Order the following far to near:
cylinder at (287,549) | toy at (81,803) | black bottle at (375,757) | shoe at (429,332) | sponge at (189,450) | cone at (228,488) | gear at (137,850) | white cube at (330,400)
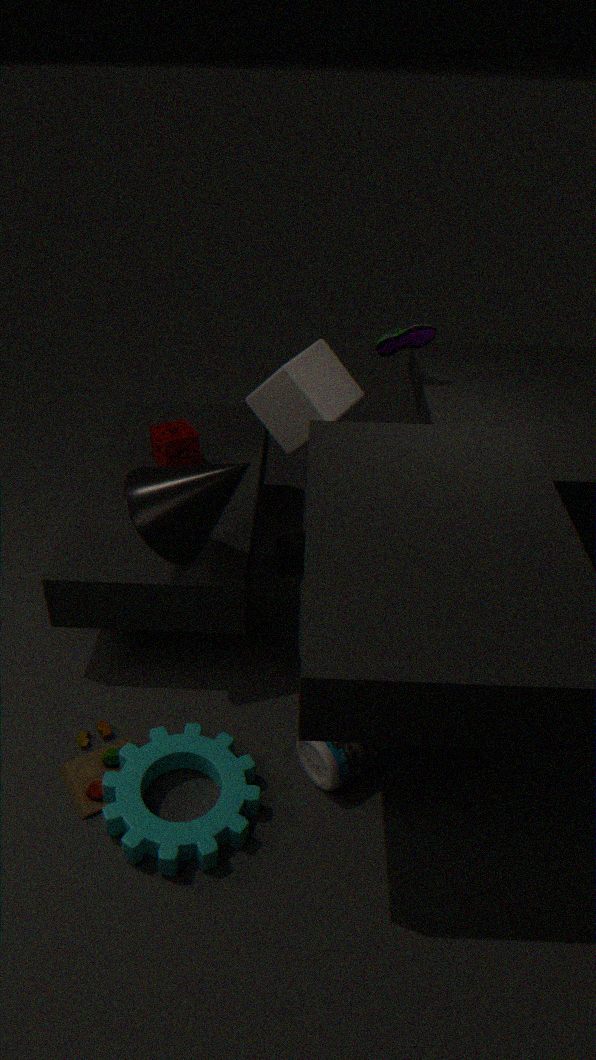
cylinder at (287,549) → white cube at (330,400) → sponge at (189,450) → shoe at (429,332) → cone at (228,488) → toy at (81,803) → black bottle at (375,757) → gear at (137,850)
